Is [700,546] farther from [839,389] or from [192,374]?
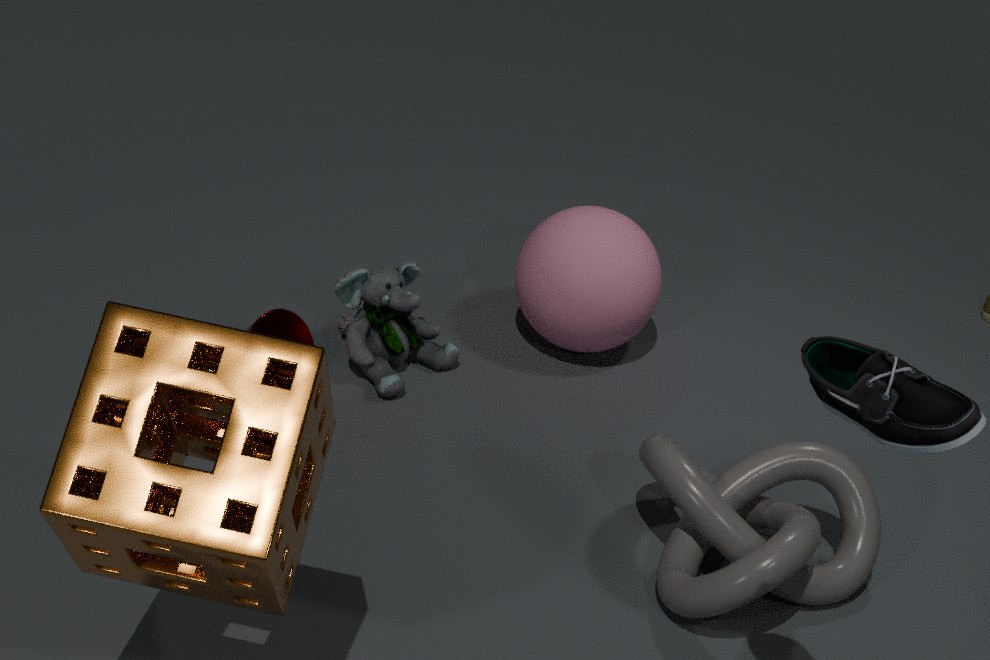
[192,374]
